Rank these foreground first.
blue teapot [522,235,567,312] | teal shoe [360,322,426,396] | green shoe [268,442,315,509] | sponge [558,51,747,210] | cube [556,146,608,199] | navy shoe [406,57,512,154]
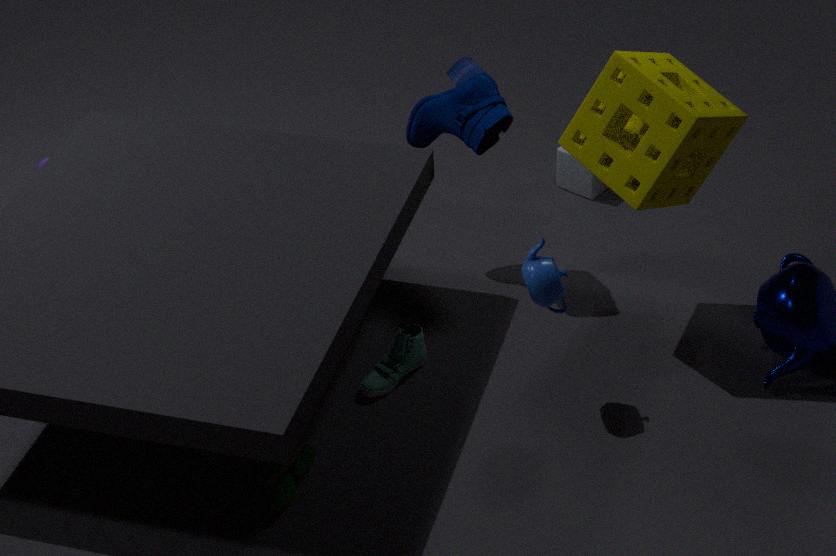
1. green shoe [268,442,315,509]
2. sponge [558,51,747,210]
3. blue teapot [522,235,567,312]
4. teal shoe [360,322,426,396]
5. navy shoe [406,57,512,154]
6. cube [556,146,608,199]
